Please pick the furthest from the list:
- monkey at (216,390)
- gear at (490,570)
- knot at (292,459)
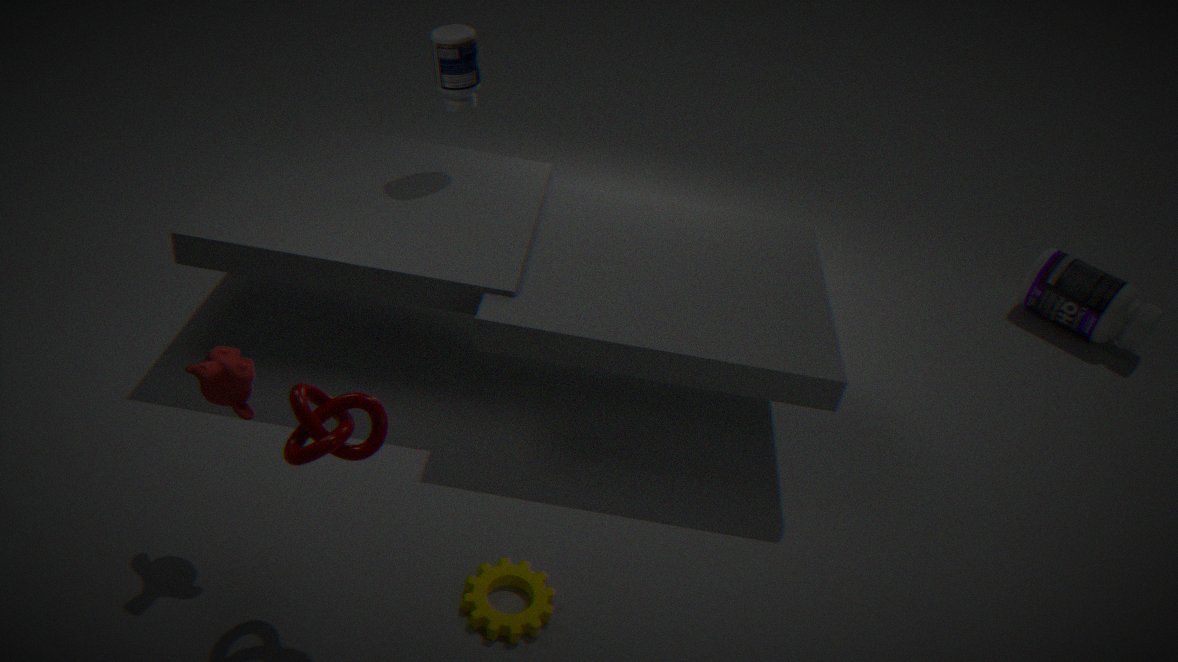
gear at (490,570)
